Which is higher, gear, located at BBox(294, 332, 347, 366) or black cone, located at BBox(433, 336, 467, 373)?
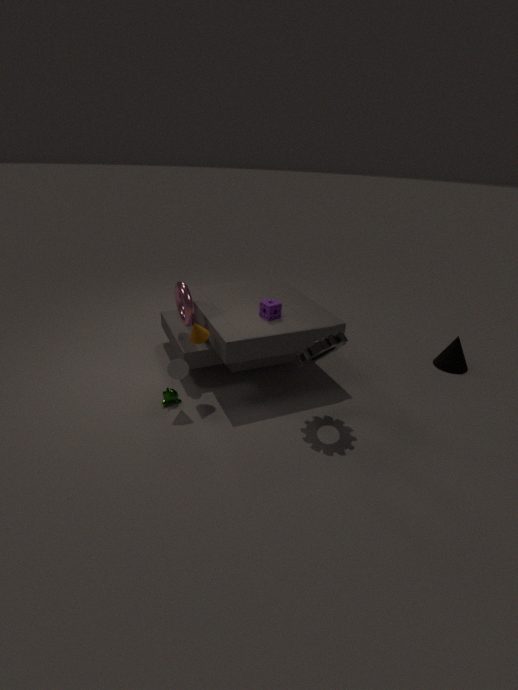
gear, located at BBox(294, 332, 347, 366)
